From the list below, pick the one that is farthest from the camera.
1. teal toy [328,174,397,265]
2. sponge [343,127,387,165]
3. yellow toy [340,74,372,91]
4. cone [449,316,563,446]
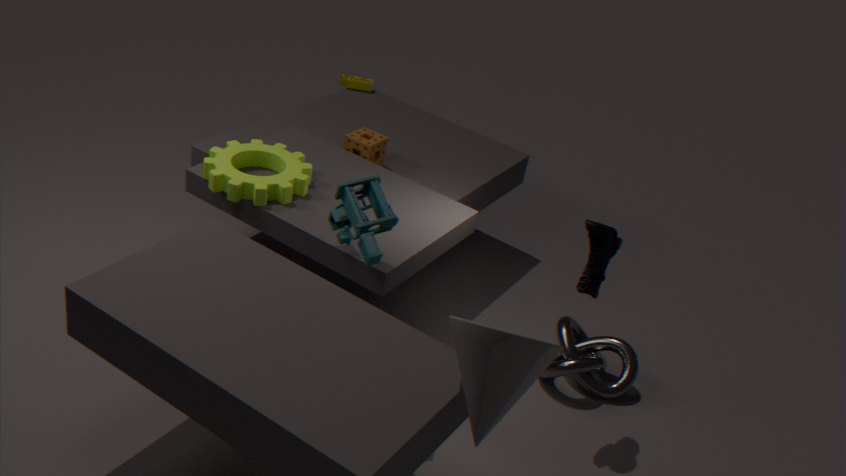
yellow toy [340,74,372,91]
